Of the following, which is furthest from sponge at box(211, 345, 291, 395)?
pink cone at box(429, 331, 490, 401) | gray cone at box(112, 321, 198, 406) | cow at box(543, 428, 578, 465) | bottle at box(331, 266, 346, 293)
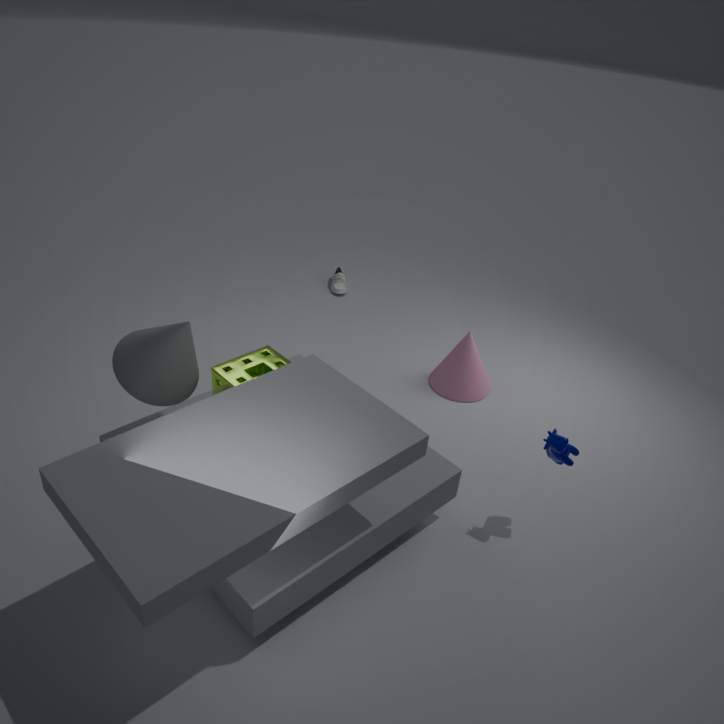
bottle at box(331, 266, 346, 293)
